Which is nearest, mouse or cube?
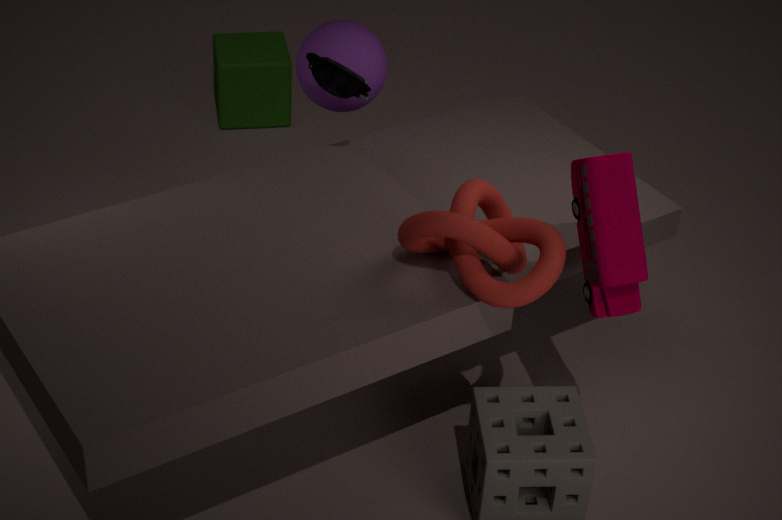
mouse
